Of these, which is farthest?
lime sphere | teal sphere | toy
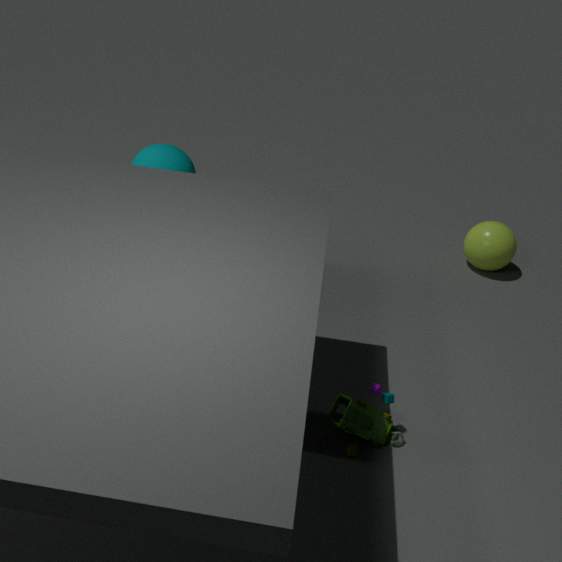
lime sphere
